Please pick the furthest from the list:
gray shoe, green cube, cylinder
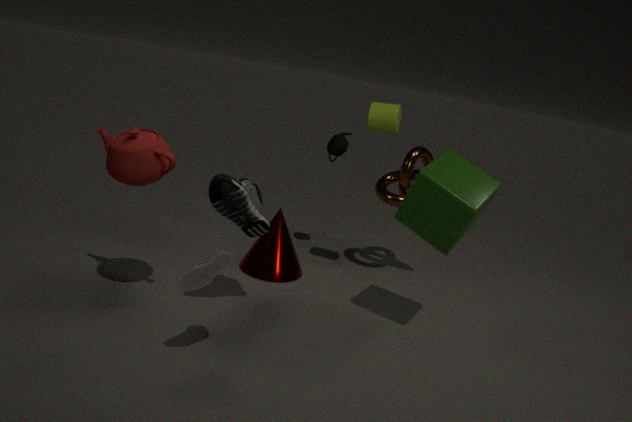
cylinder
